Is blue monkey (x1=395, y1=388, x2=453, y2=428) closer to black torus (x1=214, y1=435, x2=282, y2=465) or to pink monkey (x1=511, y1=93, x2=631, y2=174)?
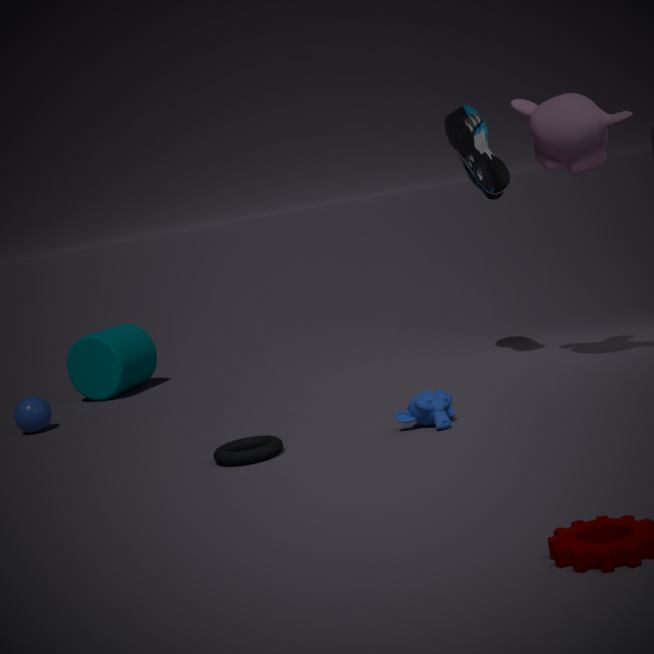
black torus (x1=214, y1=435, x2=282, y2=465)
